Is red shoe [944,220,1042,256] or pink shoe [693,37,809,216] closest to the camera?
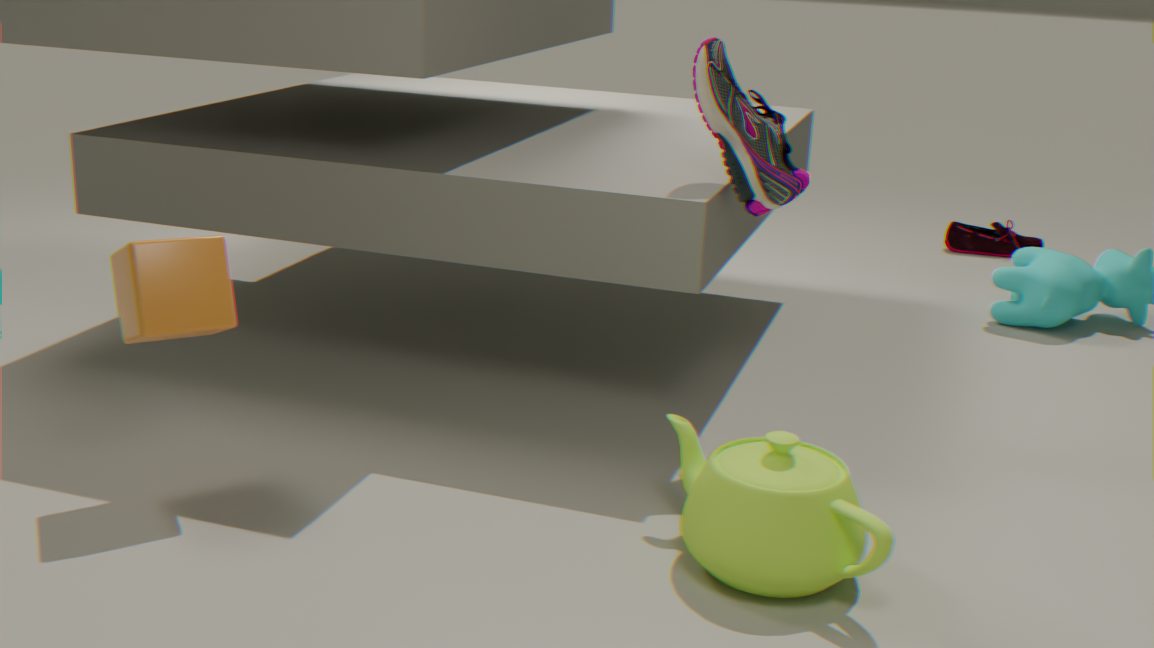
pink shoe [693,37,809,216]
